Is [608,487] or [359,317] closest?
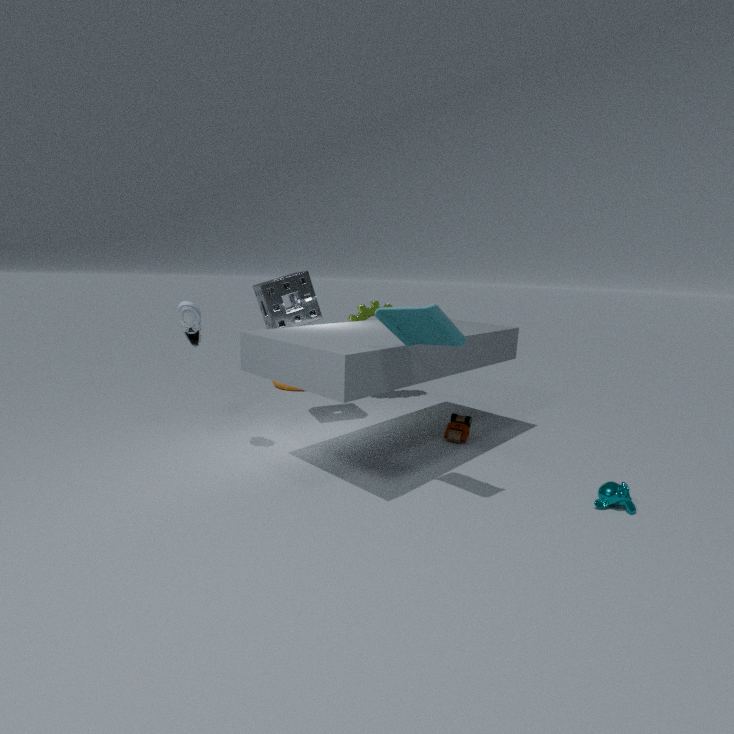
[608,487]
